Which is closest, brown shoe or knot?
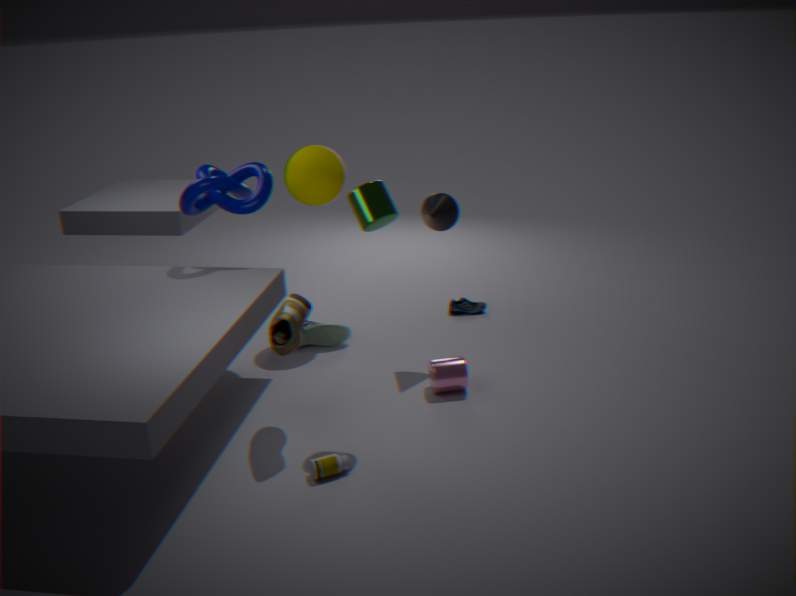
brown shoe
